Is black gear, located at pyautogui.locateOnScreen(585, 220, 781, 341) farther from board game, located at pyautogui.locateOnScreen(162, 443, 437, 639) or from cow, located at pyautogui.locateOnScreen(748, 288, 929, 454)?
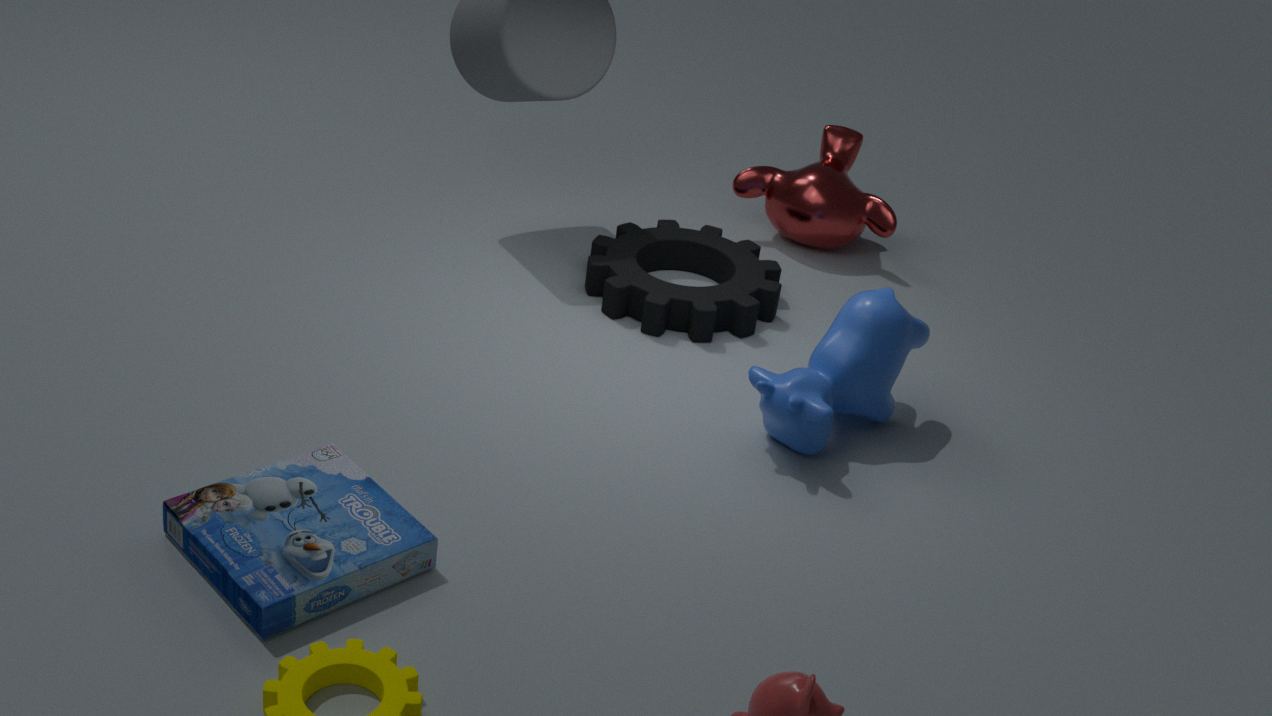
board game, located at pyautogui.locateOnScreen(162, 443, 437, 639)
